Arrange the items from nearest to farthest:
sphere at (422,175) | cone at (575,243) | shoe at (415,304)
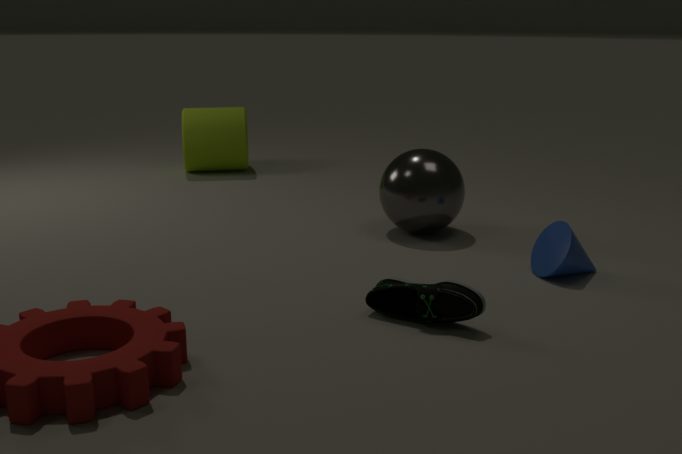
shoe at (415,304) < cone at (575,243) < sphere at (422,175)
